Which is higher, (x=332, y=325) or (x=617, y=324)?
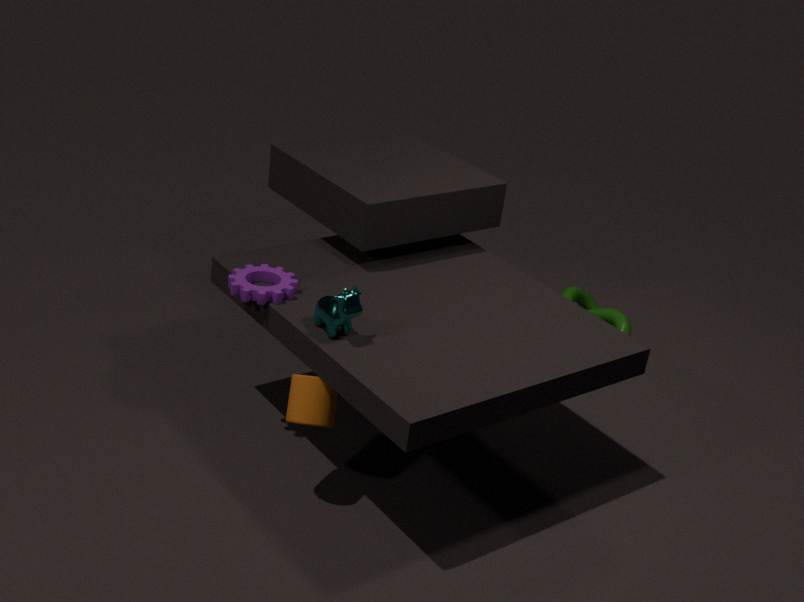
(x=332, y=325)
